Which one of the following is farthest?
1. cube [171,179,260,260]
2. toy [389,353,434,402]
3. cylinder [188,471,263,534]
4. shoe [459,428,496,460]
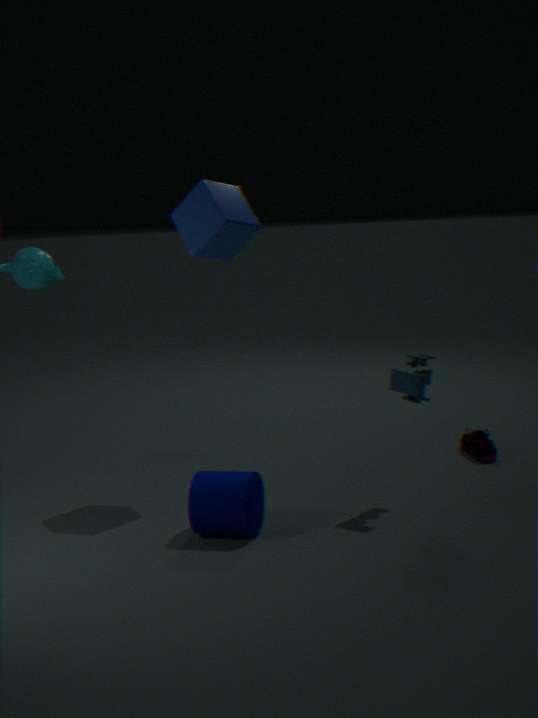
shoe [459,428,496,460]
